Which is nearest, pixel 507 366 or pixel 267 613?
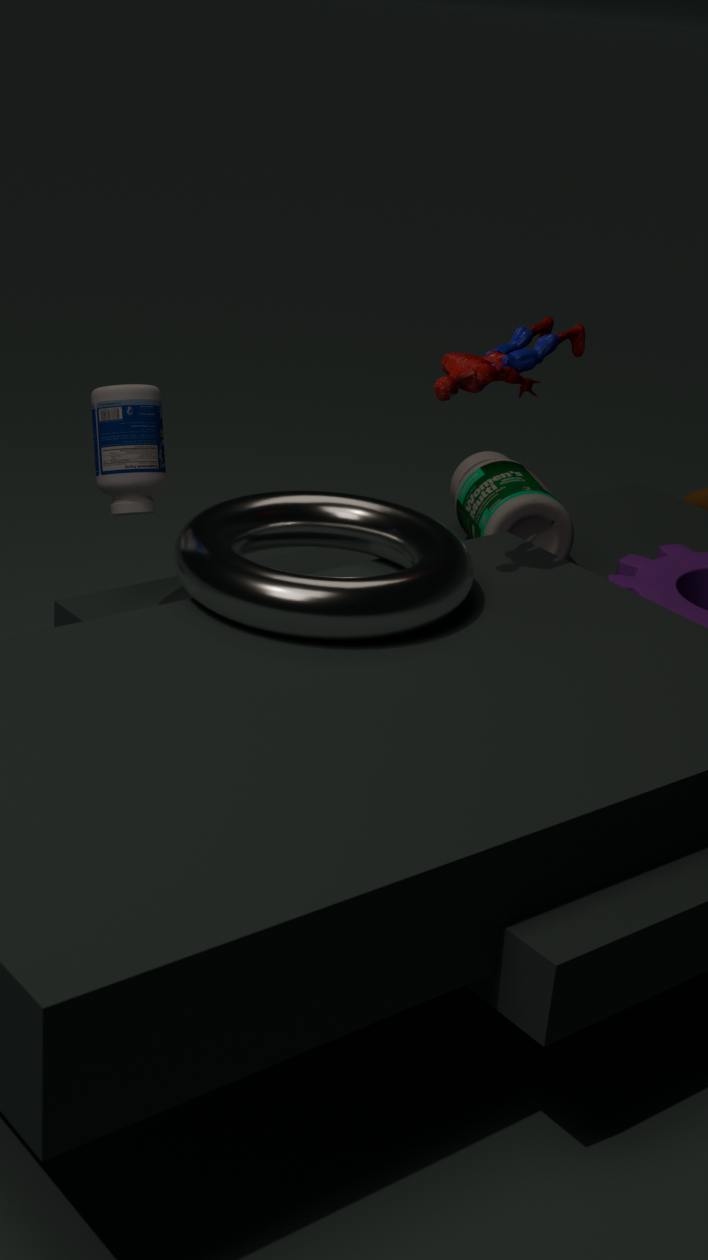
pixel 267 613
